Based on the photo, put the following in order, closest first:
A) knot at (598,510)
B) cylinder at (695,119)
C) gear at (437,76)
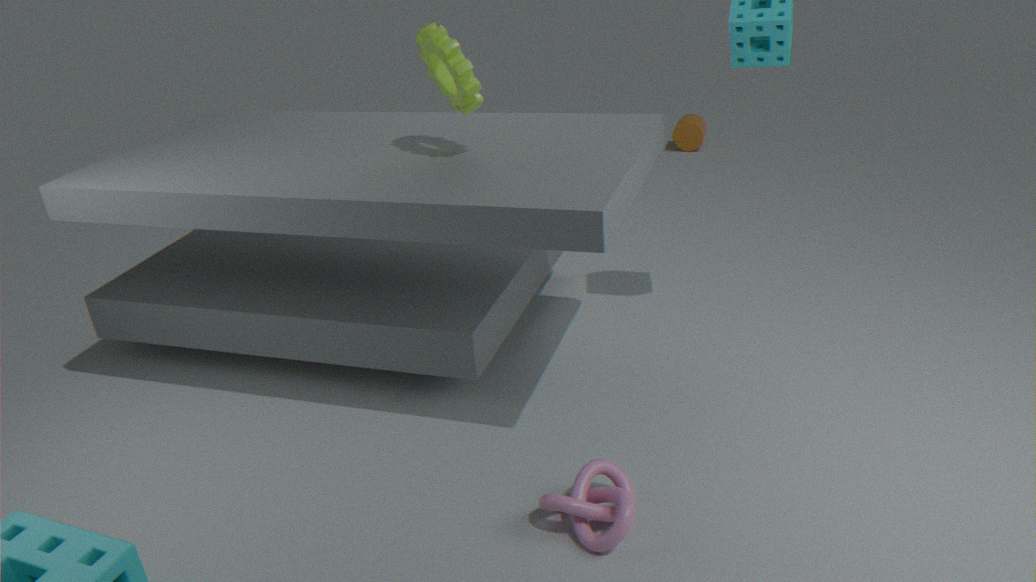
knot at (598,510) < gear at (437,76) < cylinder at (695,119)
